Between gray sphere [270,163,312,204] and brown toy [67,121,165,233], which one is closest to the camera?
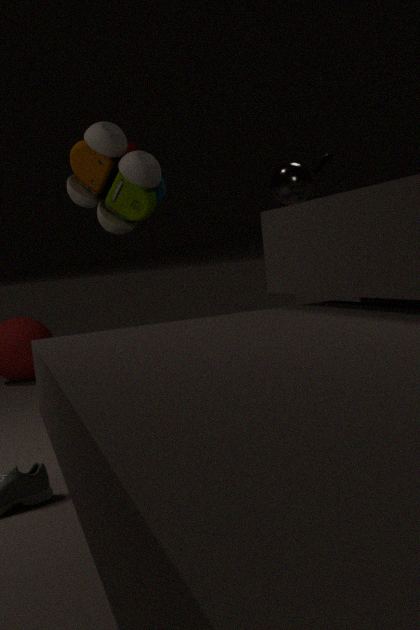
brown toy [67,121,165,233]
